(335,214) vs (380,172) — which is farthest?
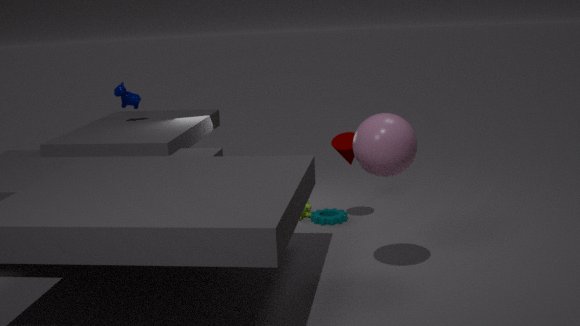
(335,214)
